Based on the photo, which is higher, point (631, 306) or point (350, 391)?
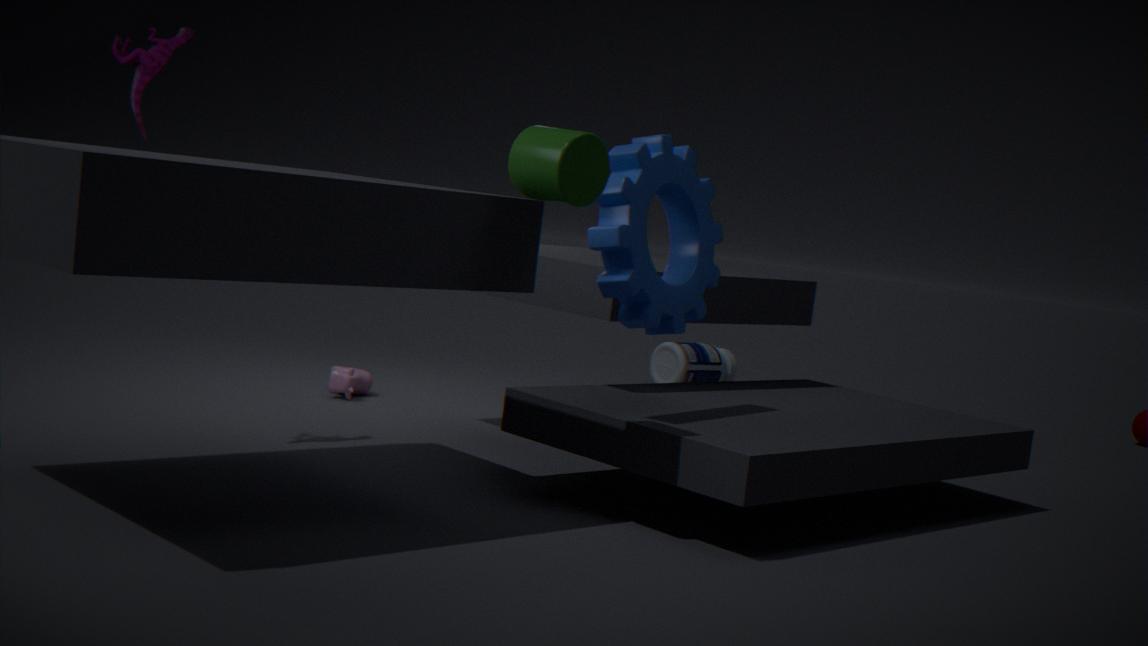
point (631, 306)
